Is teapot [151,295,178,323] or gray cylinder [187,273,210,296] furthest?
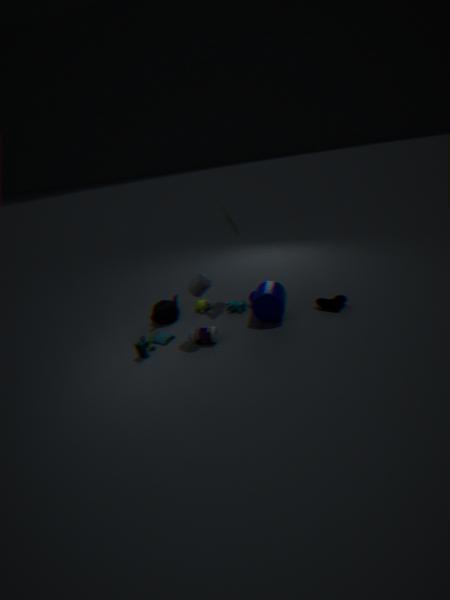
teapot [151,295,178,323]
